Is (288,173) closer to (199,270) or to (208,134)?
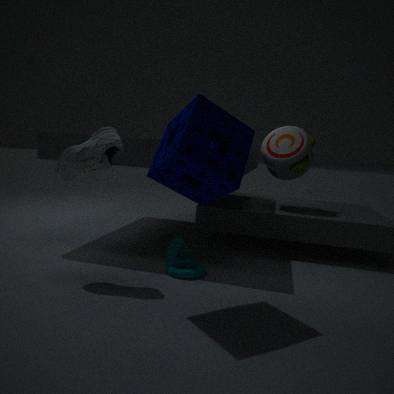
(199,270)
